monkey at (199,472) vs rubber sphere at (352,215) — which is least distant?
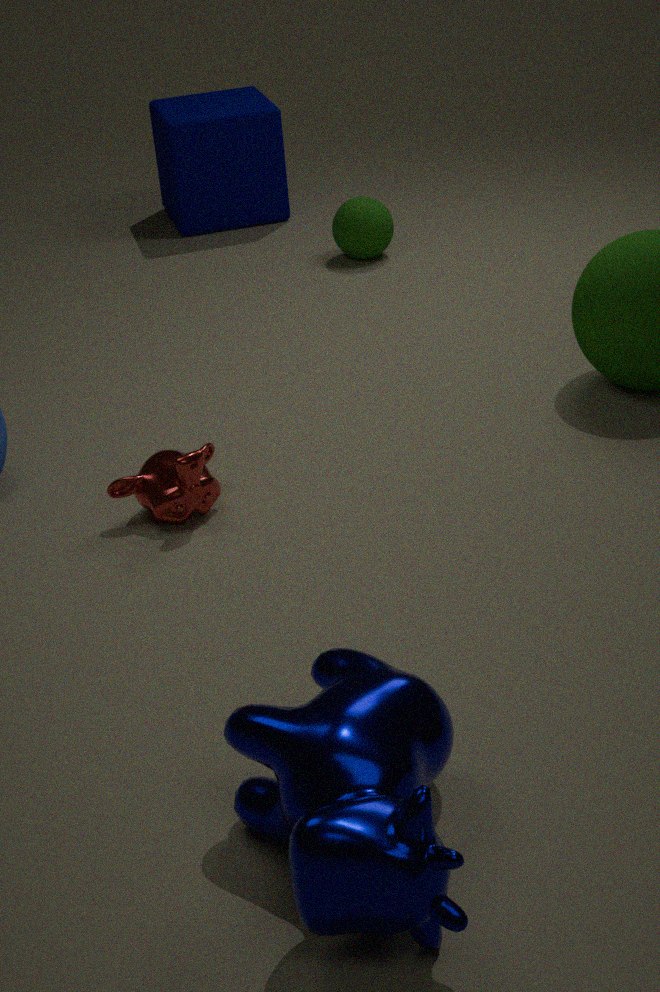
monkey at (199,472)
